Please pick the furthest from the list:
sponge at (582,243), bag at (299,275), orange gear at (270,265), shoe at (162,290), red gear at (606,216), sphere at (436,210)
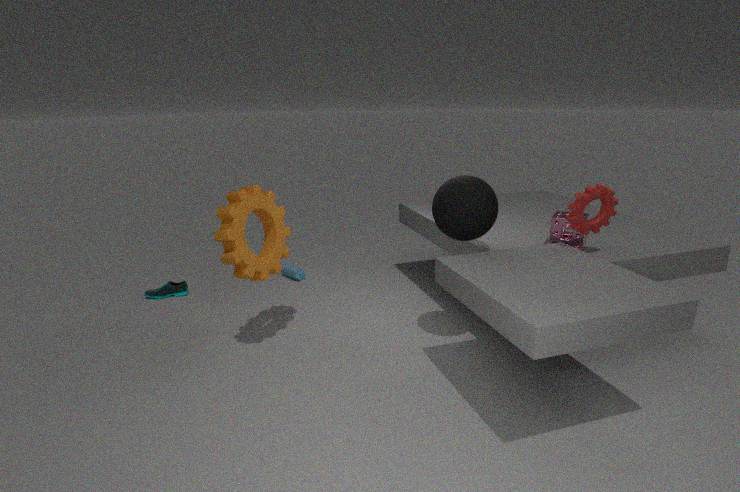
bag at (299,275)
